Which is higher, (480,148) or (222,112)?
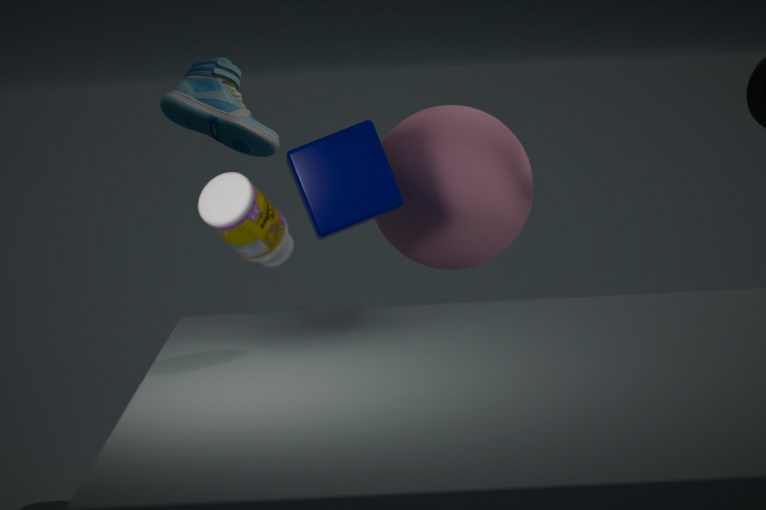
(222,112)
